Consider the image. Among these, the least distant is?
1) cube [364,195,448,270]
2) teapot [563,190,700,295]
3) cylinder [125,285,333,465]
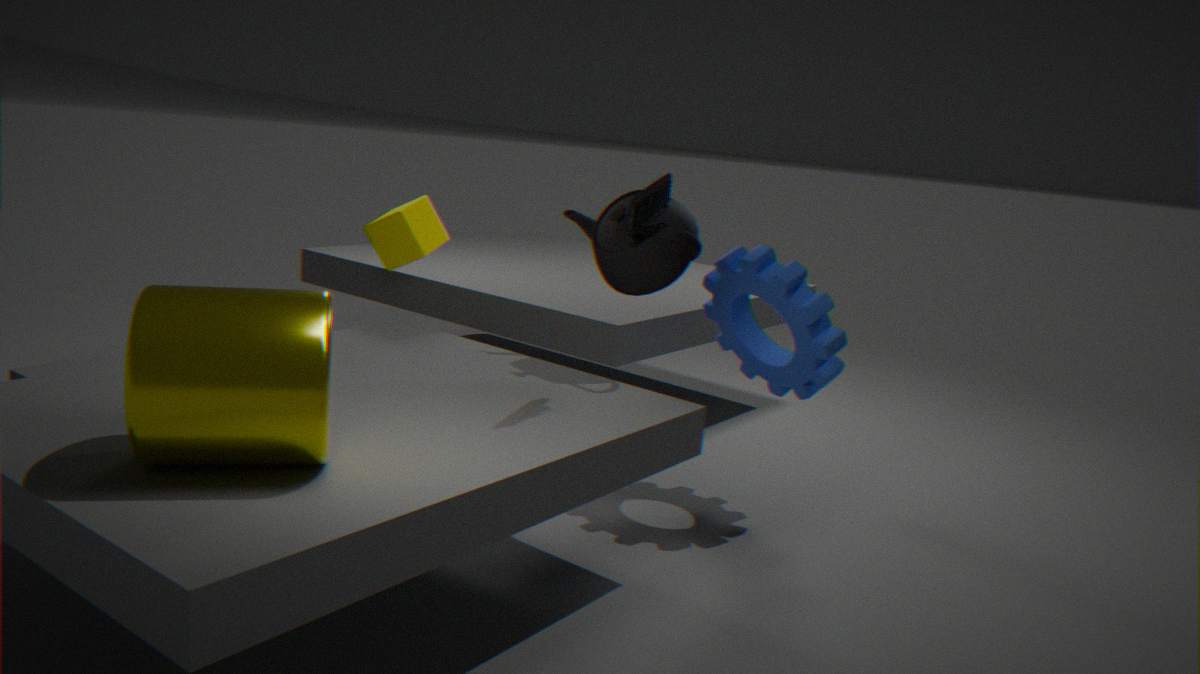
3. cylinder [125,285,333,465]
